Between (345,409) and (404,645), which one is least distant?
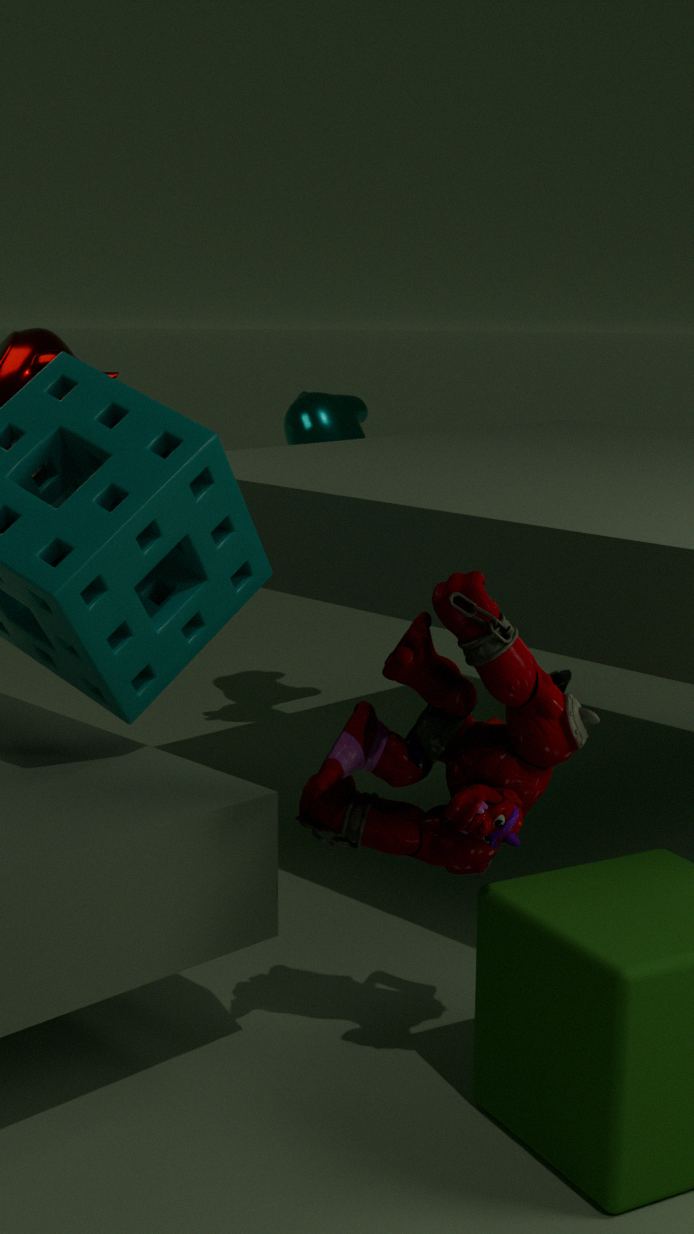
(404,645)
